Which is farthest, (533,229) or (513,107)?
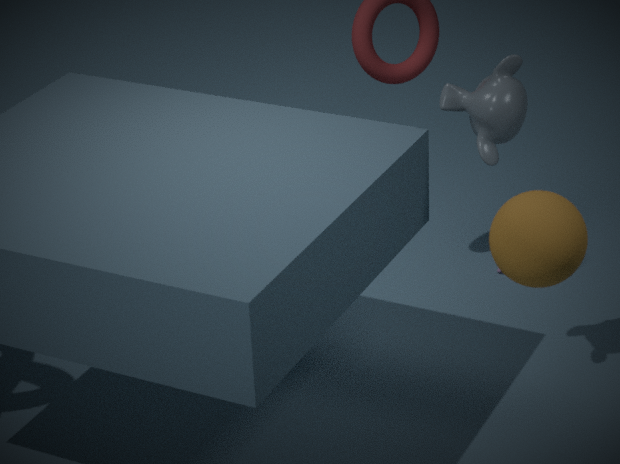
(513,107)
